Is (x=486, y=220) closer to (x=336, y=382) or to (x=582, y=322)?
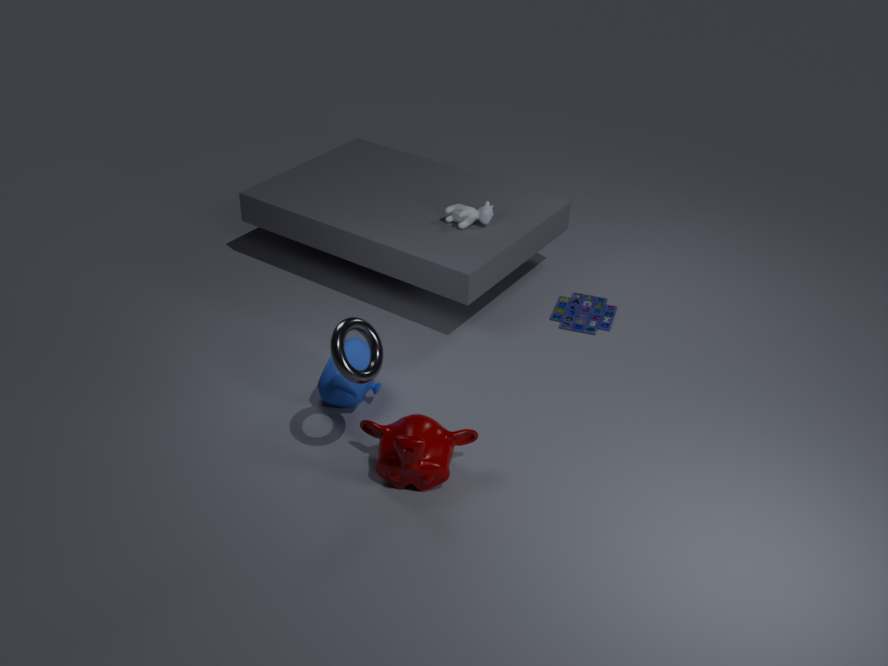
(x=582, y=322)
